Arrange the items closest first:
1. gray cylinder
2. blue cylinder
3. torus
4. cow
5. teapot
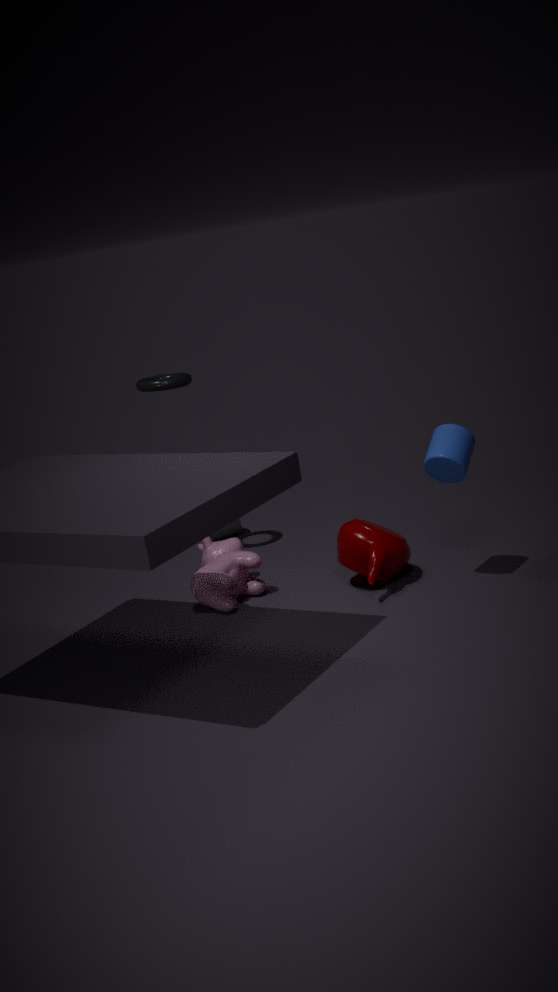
blue cylinder < teapot < cow < torus < gray cylinder
